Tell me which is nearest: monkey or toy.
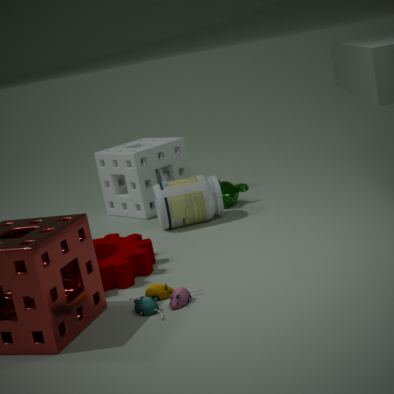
toy
